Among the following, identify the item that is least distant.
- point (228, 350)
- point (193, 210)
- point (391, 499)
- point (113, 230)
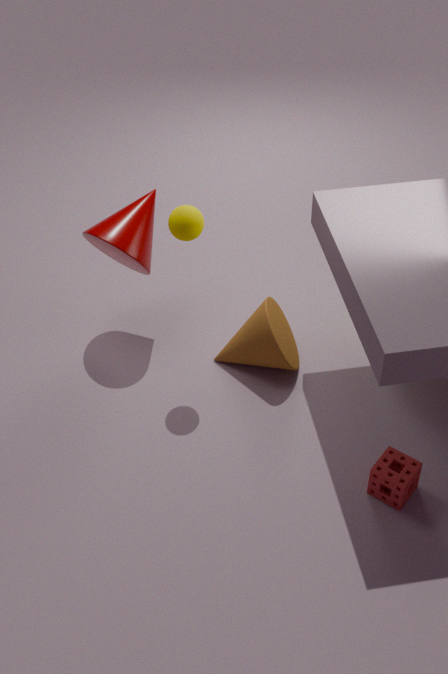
point (391, 499)
